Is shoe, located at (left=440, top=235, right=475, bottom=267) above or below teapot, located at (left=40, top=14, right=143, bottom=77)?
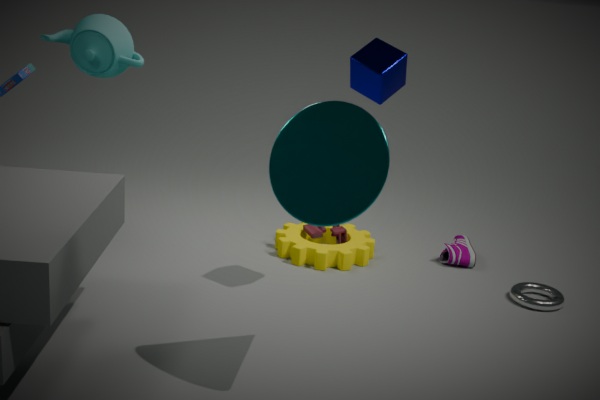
below
